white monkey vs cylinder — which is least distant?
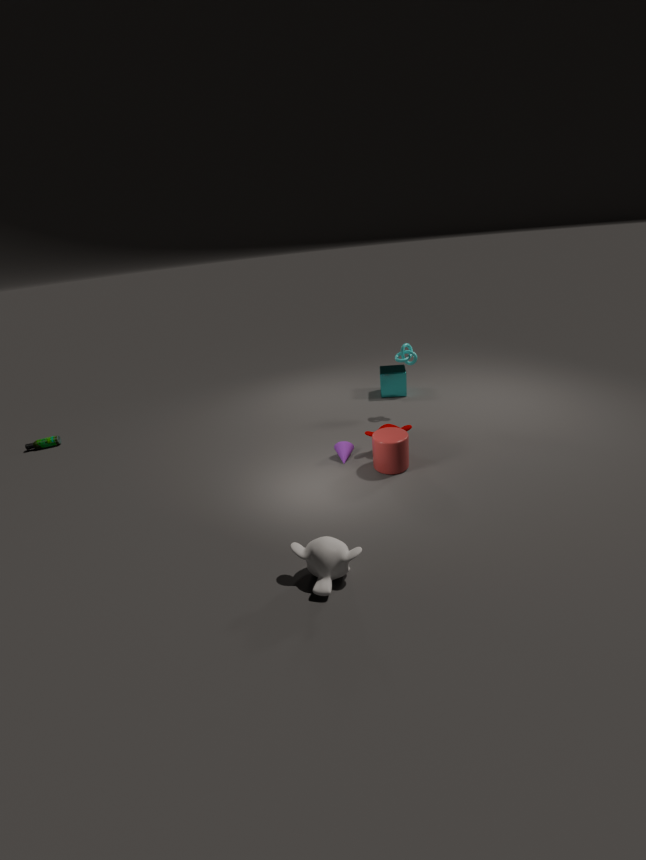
white monkey
